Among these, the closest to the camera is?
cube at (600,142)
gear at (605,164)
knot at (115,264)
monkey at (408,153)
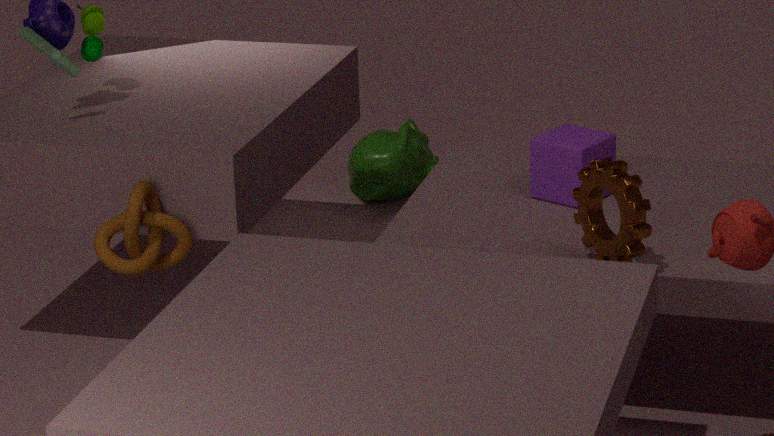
gear at (605,164)
